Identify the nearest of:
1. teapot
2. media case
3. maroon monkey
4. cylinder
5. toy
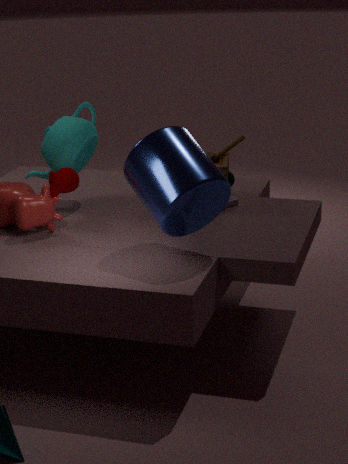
cylinder
